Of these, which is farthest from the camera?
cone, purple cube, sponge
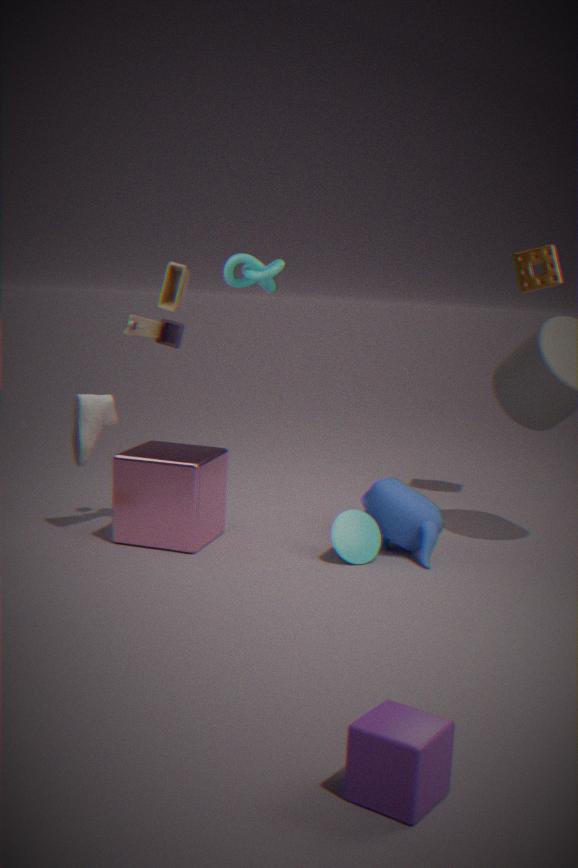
sponge
